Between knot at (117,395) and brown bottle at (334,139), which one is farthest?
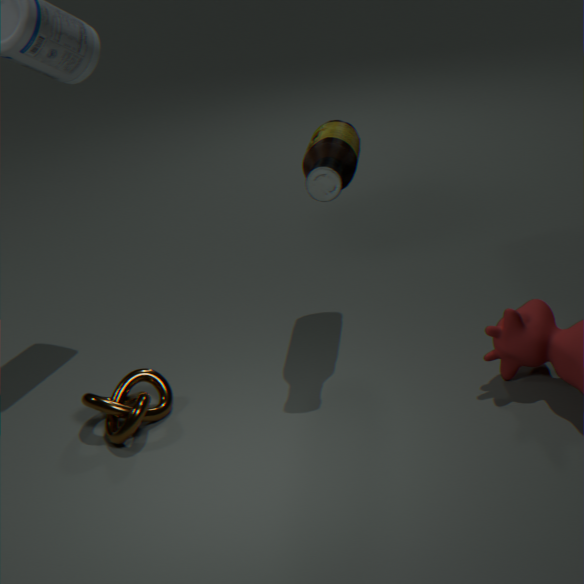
brown bottle at (334,139)
